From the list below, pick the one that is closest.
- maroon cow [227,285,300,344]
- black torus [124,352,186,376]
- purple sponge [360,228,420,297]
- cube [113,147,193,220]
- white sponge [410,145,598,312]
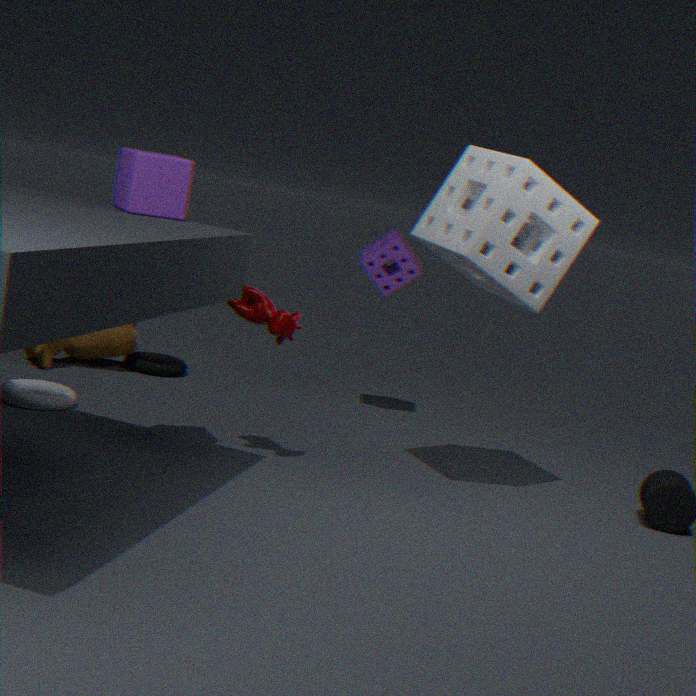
cube [113,147,193,220]
